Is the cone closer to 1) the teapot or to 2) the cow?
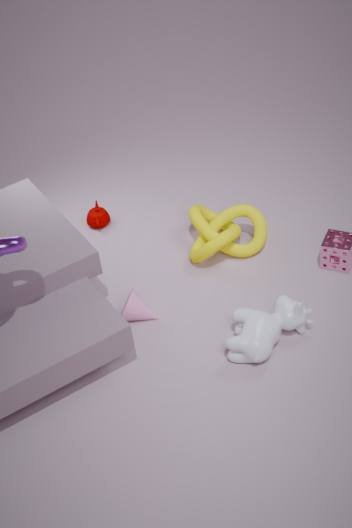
2) the cow
